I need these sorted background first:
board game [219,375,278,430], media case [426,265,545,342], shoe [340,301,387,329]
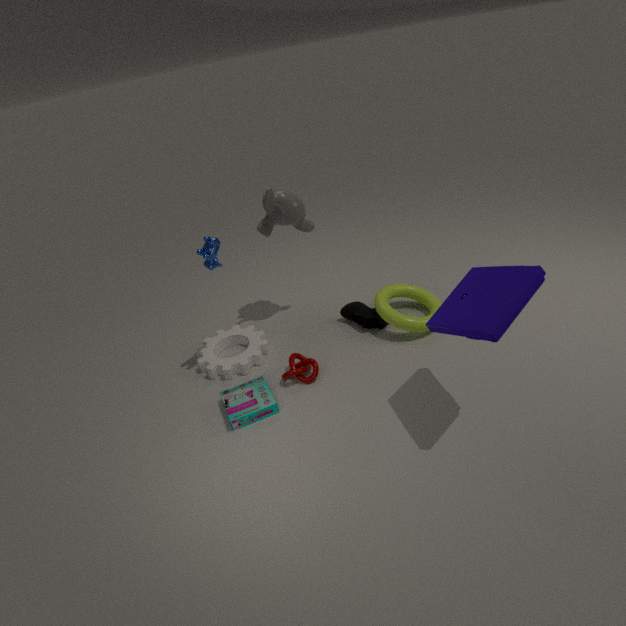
1. shoe [340,301,387,329]
2. board game [219,375,278,430]
3. media case [426,265,545,342]
